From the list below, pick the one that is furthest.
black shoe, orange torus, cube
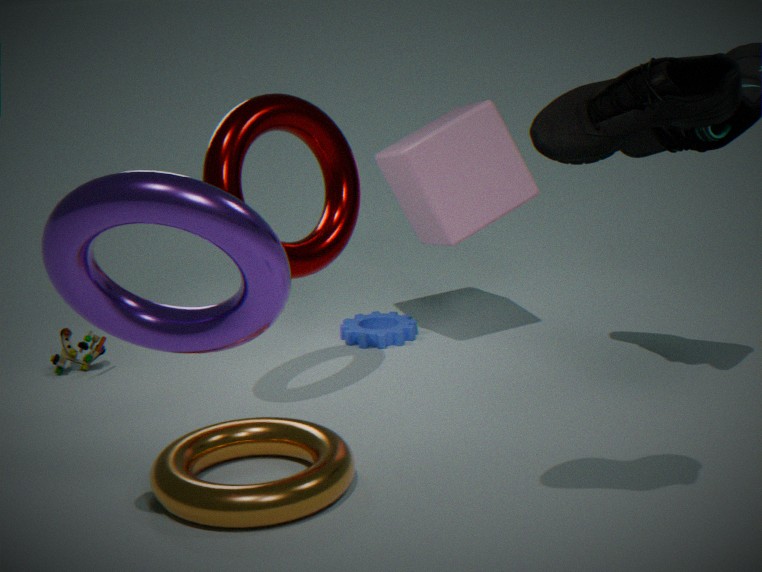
cube
